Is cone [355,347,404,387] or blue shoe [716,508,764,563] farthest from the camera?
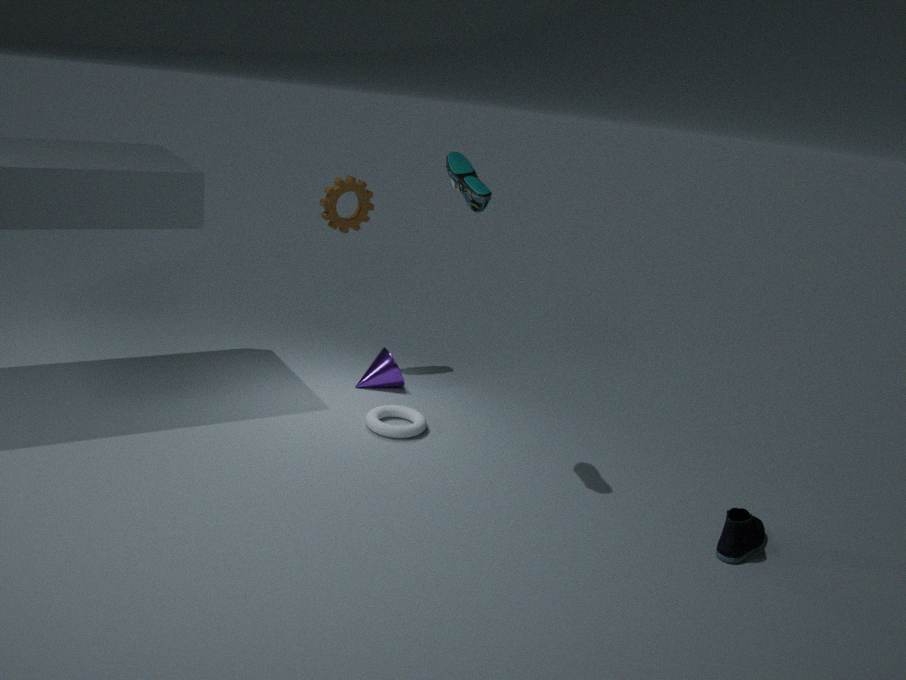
cone [355,347,404,387]
